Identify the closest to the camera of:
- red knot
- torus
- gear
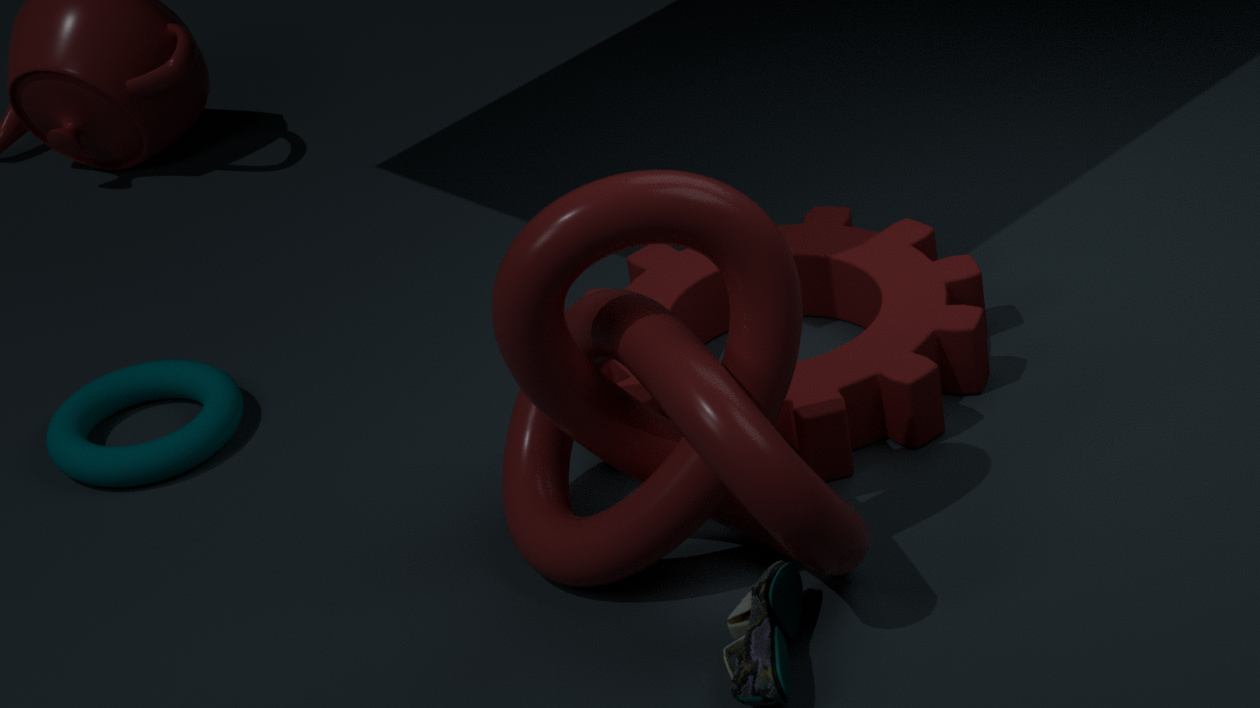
red knot
